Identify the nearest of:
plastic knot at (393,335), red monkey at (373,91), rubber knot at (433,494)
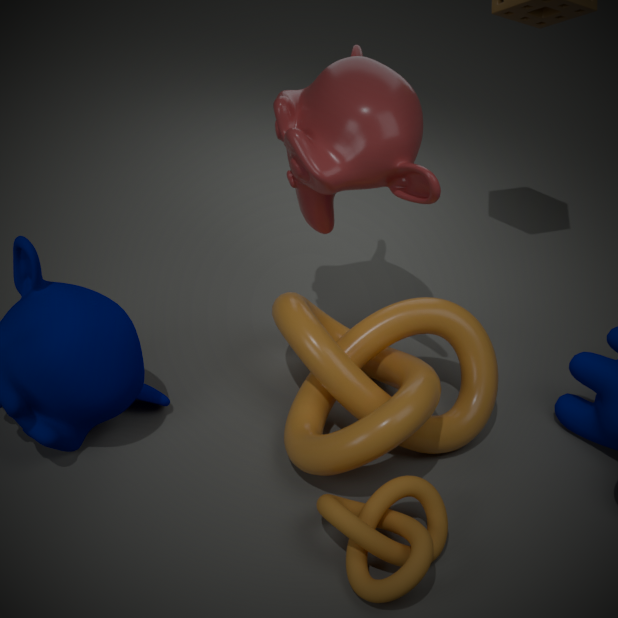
rubber knot at (433,494)
